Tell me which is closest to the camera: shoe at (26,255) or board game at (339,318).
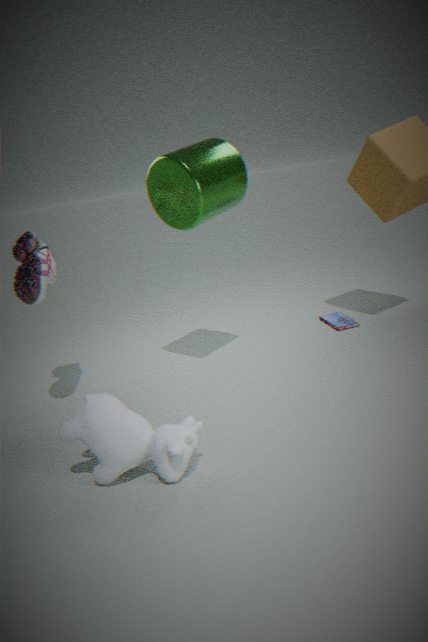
shoe at (26,255)
